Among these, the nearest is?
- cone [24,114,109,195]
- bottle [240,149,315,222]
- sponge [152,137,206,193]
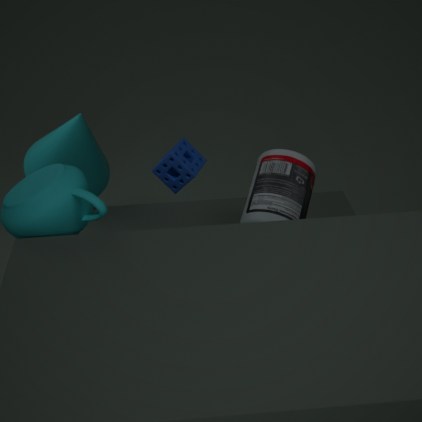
bottle [240,149,315,222]
